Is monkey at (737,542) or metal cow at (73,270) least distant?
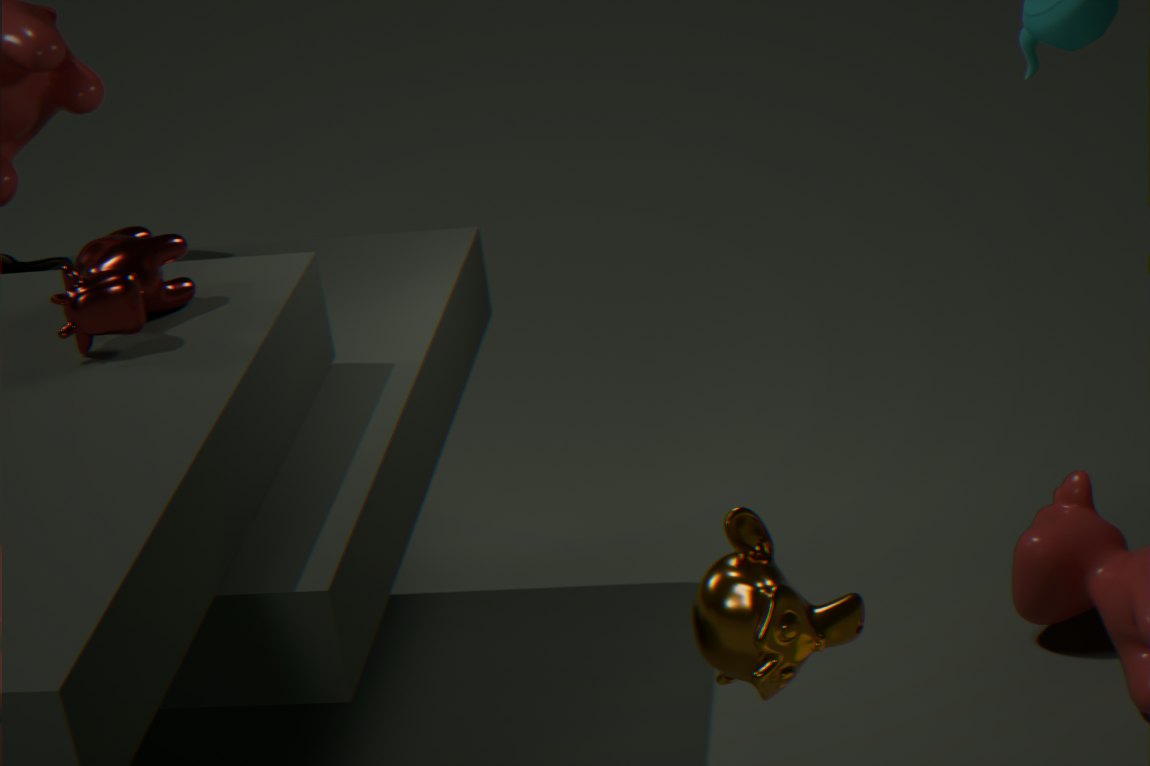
monkey at (737,542)
